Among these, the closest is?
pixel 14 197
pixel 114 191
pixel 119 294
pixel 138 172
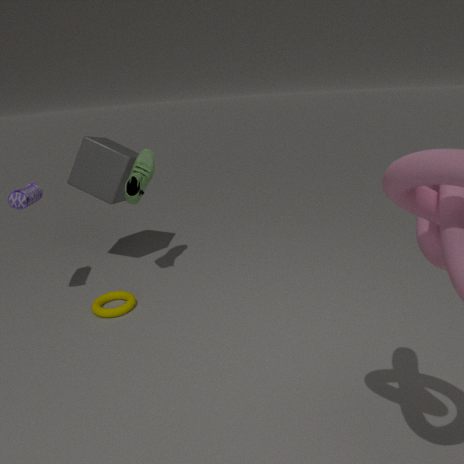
pixel 14 197
